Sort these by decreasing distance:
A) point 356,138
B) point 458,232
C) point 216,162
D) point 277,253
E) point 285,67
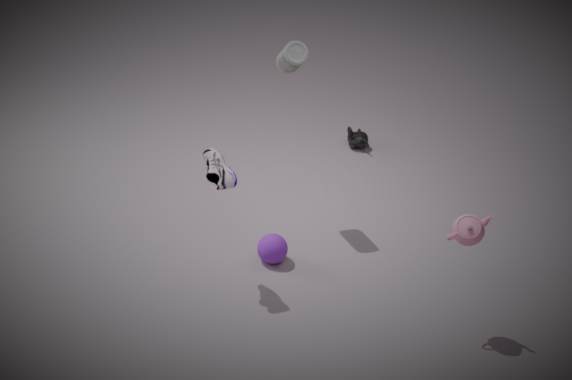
point 356,138 < point 285,67 < point 277,253 < point 216,162 < point 458,232
